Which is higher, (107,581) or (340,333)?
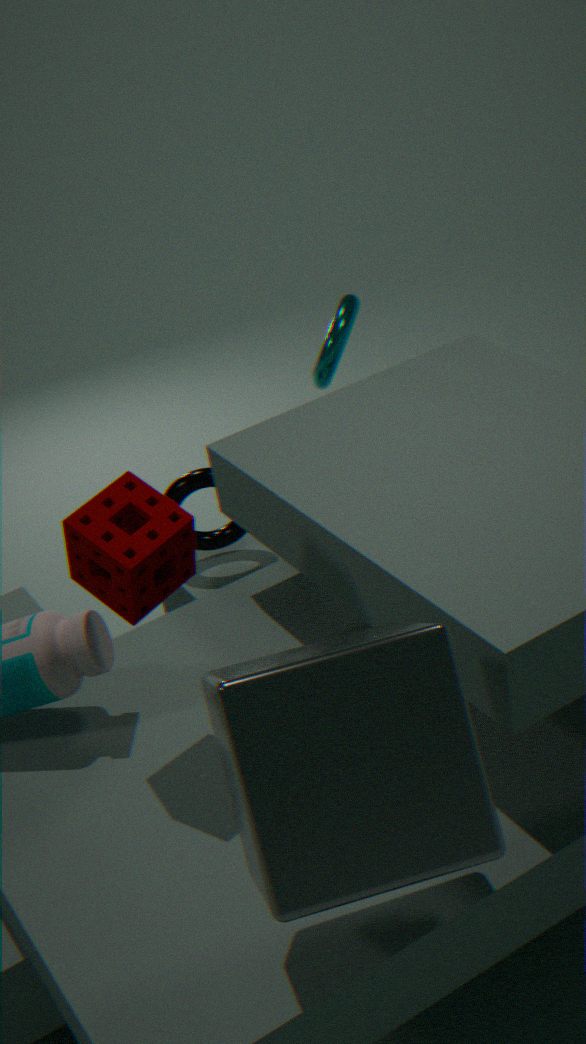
(107,581)
